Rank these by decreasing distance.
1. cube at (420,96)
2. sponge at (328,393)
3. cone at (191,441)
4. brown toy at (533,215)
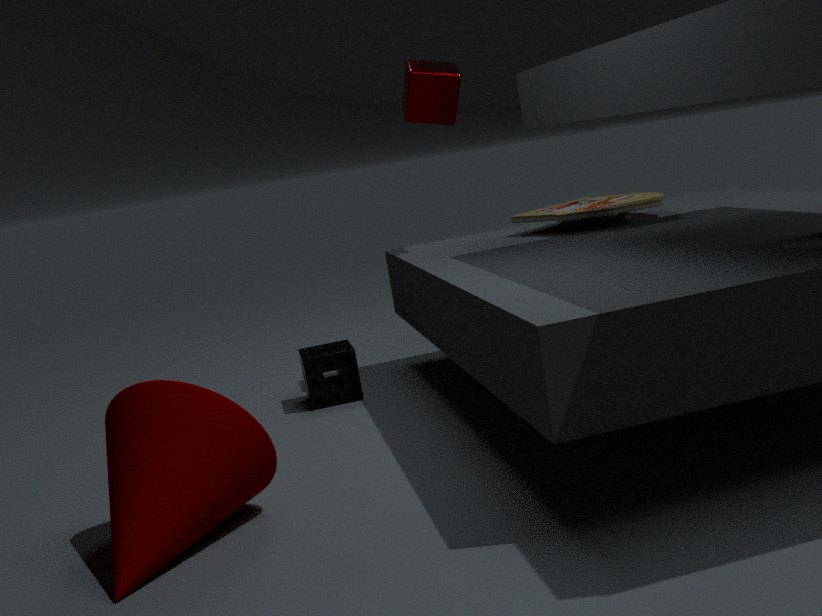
cube at (420,96) < sponge at (328,393) < brown toy at (533,215) < cone at (191,441)
